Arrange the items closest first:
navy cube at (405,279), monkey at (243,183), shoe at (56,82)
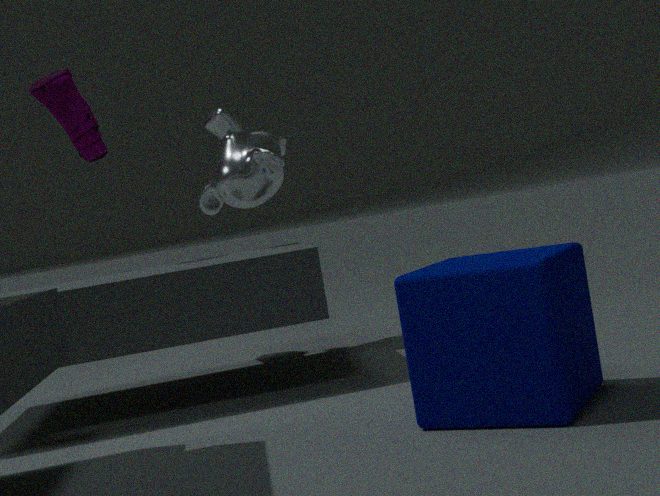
navy cube at (405,279) → monkey at (243,183) → shoe at (56,82)
